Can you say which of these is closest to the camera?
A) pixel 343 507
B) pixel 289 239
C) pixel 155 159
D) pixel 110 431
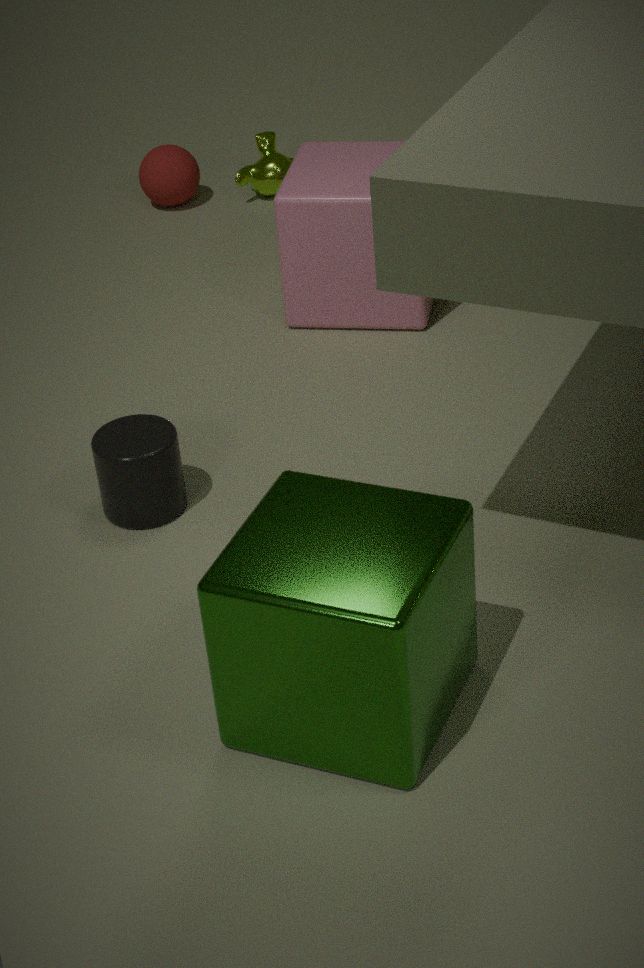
pixel 343 507
